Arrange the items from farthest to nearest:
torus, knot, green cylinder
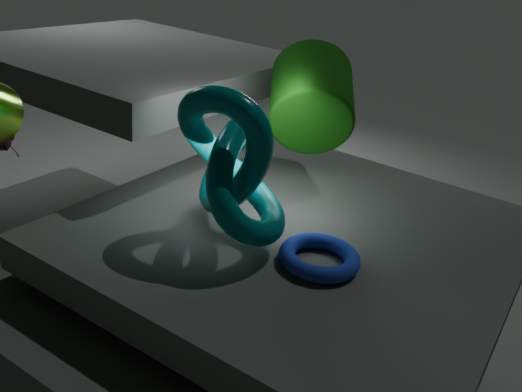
green cylinder, torus, knot
